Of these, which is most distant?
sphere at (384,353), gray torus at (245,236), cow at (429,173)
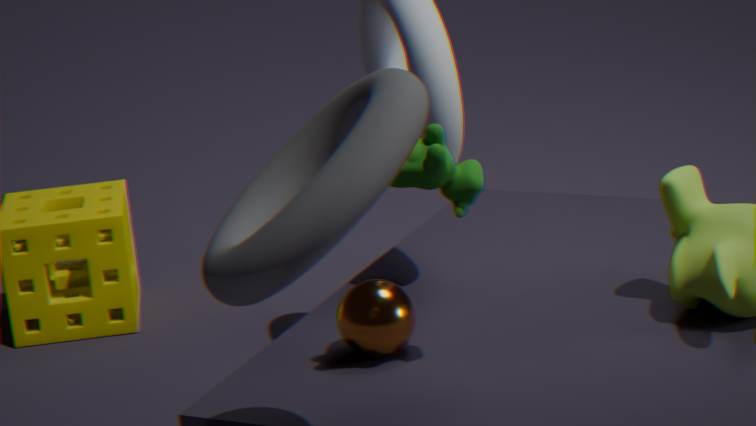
sphere at (384,353)
